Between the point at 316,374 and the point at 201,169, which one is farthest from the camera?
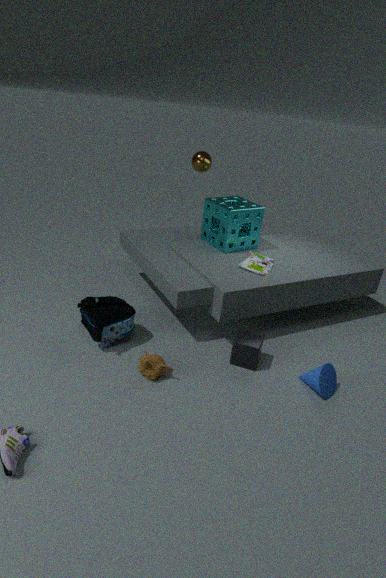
the point at 201,169
